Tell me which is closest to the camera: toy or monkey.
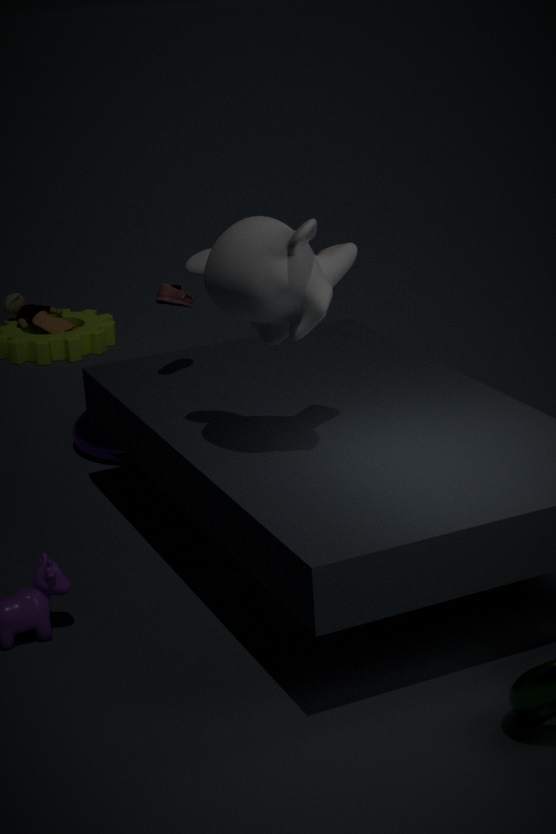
monkey
